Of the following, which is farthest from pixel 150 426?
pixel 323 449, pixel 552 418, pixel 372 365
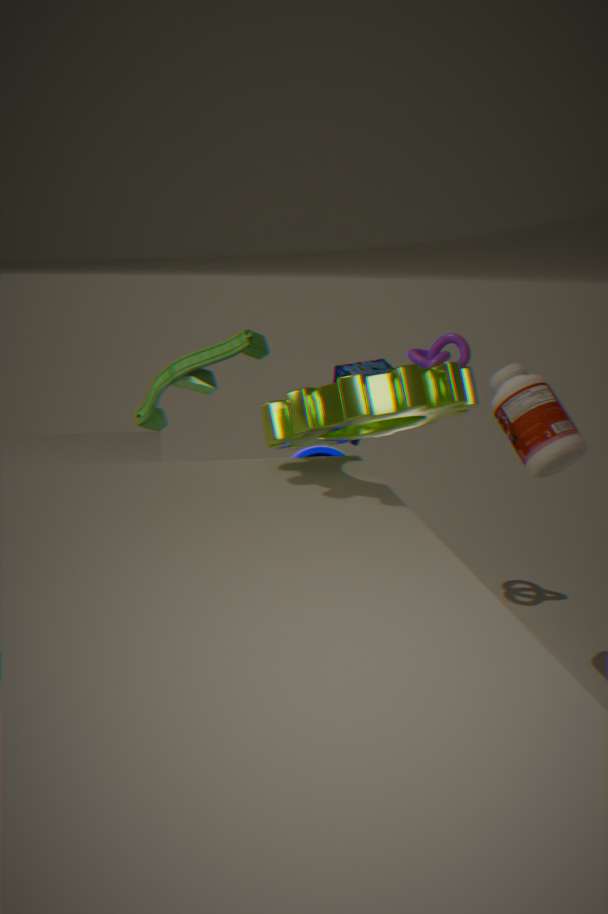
pixel 552 418
